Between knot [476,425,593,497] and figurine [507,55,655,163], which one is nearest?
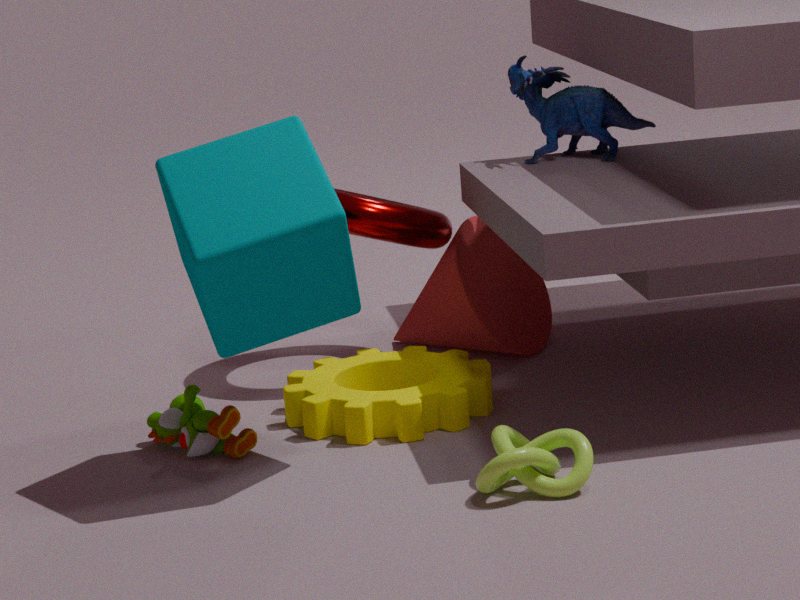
knot [476,425,593,497]
